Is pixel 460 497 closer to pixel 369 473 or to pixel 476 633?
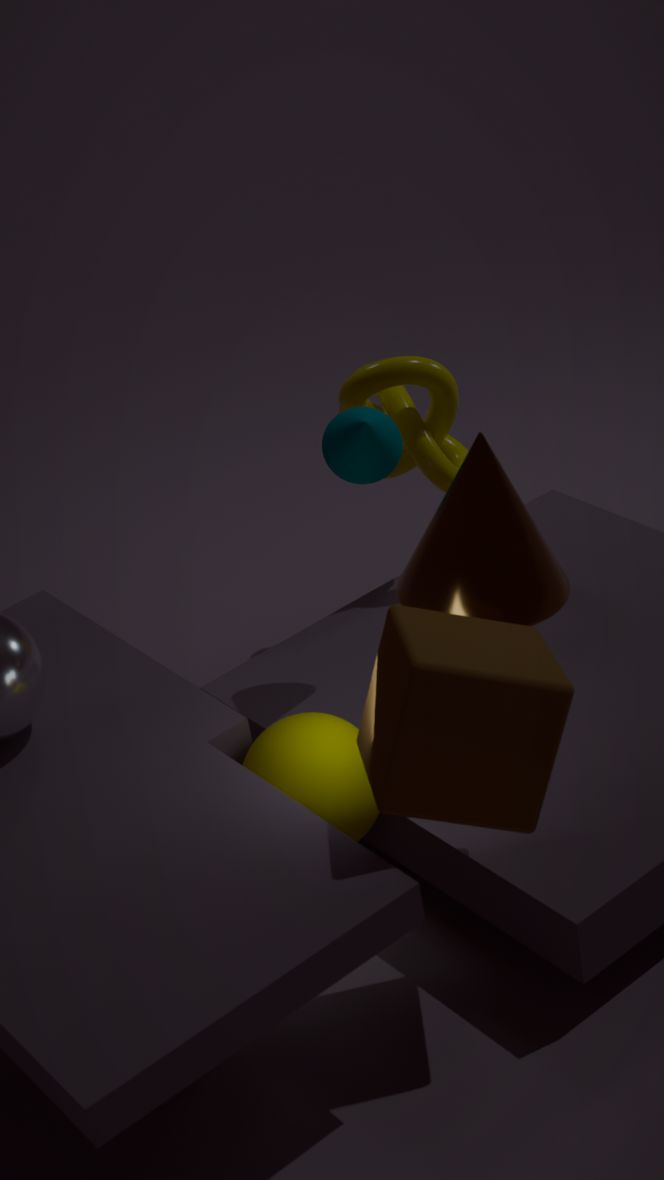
pixel 369 473
